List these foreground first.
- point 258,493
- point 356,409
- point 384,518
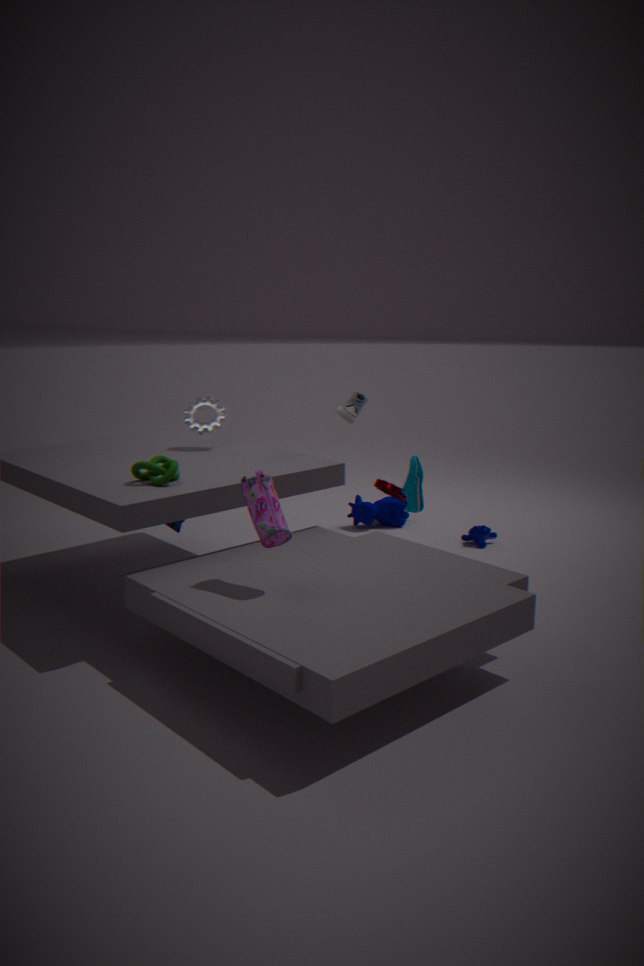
point 258,493 → point 356,409 → point 384,518
